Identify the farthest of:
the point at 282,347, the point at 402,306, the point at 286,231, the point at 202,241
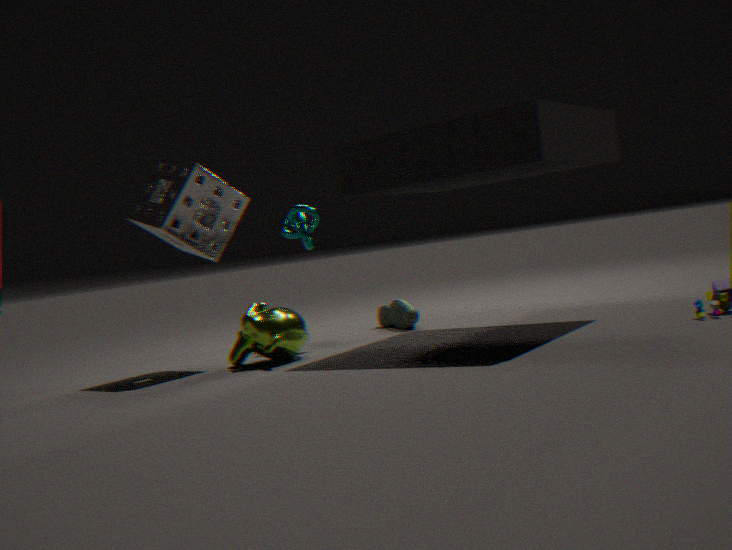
the point at 402,306
